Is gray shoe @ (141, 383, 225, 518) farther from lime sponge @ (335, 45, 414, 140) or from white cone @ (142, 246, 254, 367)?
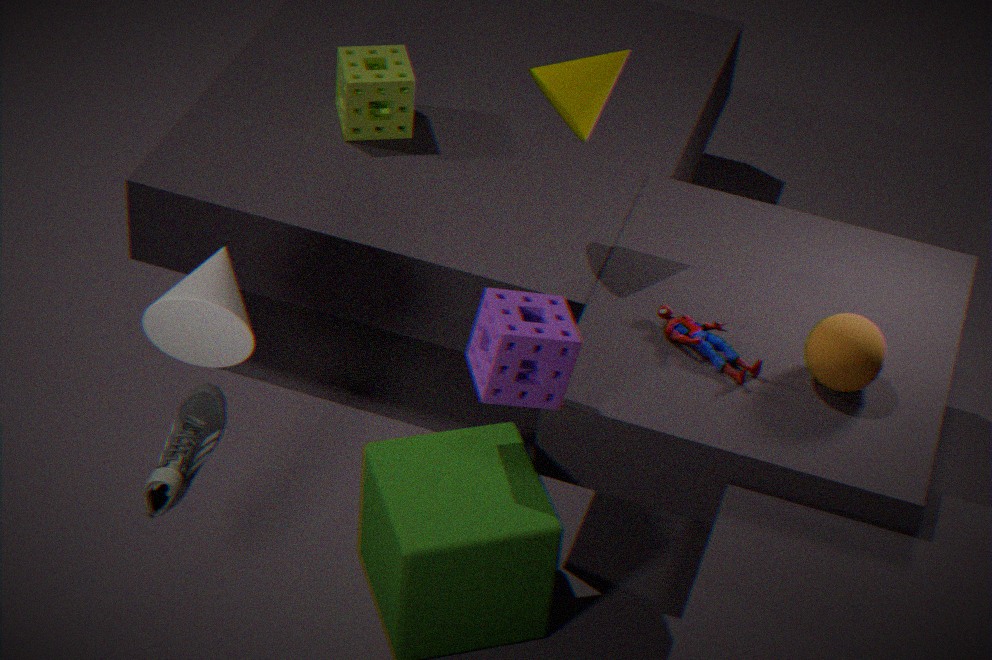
lime sponge @ (335, 45, 414, 140)
